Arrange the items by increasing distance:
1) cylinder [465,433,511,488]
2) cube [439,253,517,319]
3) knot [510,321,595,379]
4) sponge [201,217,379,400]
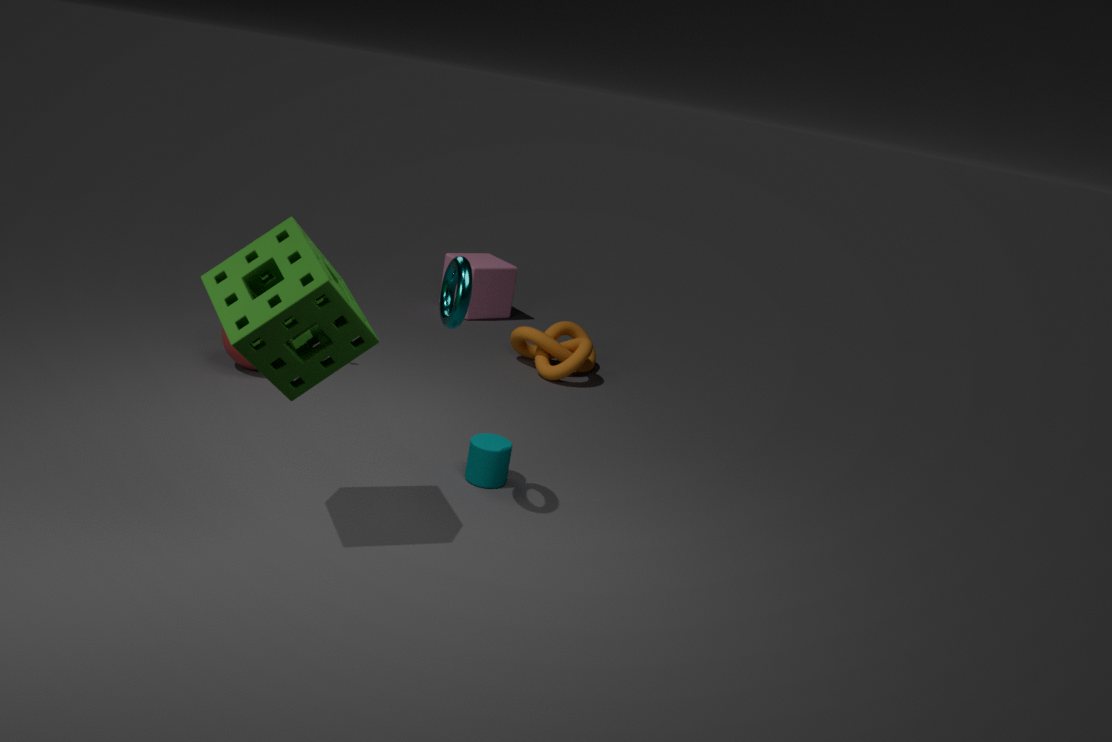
4. sponge [201,217,379,400]
1. cylinder [465,433,511,488]
3. knot [510,321,595,379]
2. cube [439,253,517,319]
